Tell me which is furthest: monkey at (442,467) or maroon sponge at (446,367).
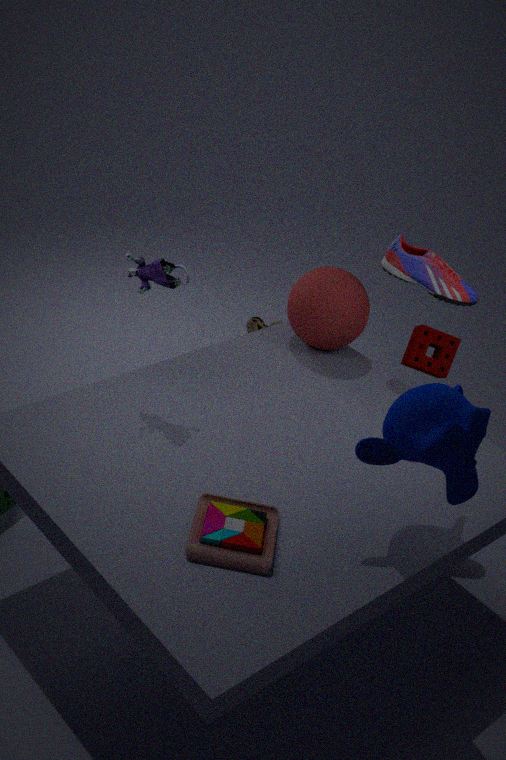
maroon sponge at (446,367)
